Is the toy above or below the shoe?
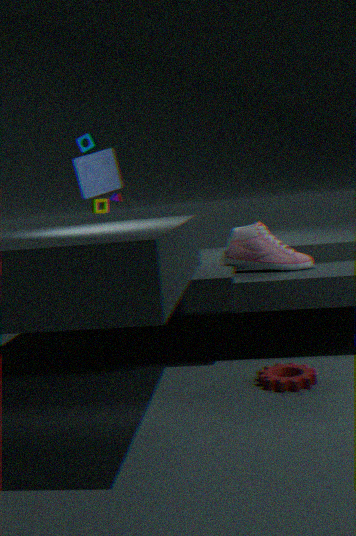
above
